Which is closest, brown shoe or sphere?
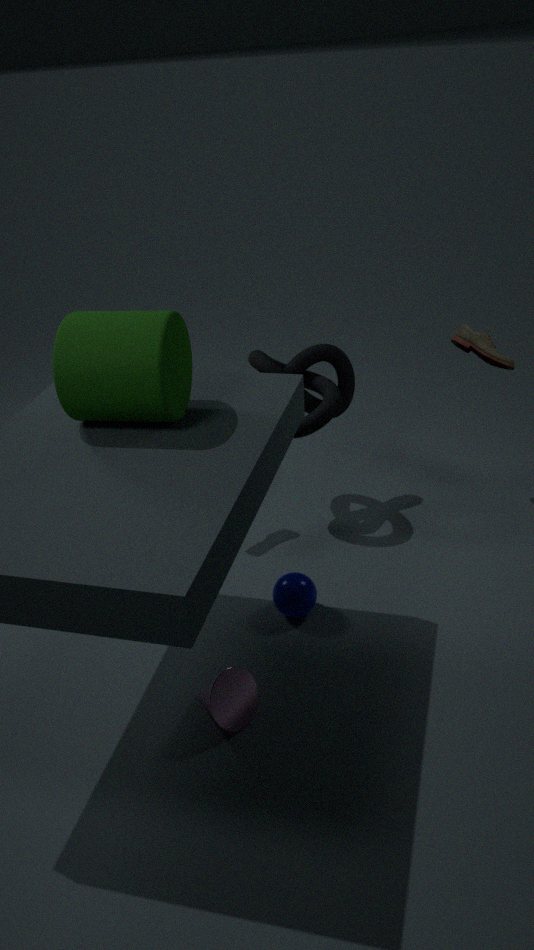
sphere
